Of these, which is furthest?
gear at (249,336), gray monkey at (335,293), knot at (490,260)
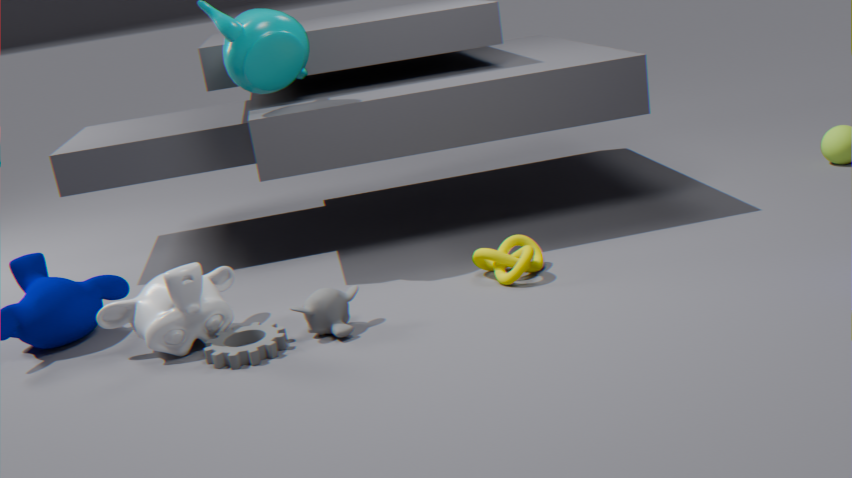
knot at (490,260)
